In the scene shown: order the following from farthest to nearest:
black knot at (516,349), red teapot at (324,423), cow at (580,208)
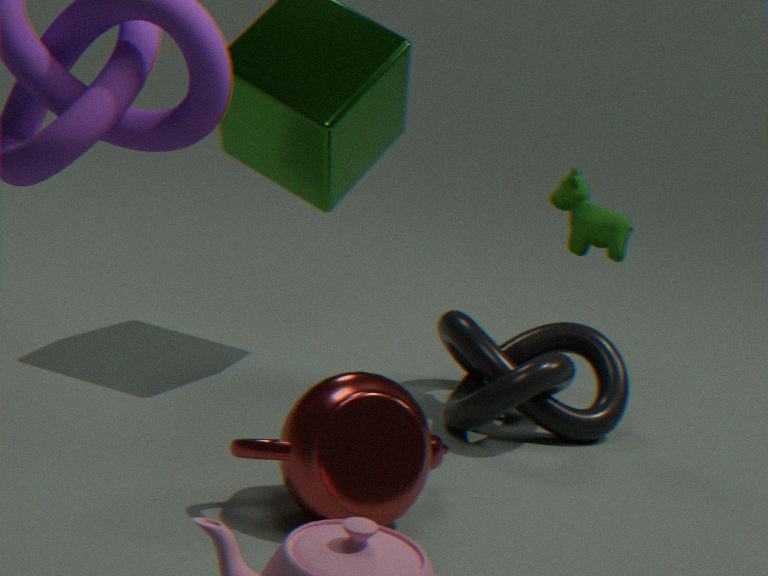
cow at (580,208)
black knot at (516,349)
red teapot at (324,423)
